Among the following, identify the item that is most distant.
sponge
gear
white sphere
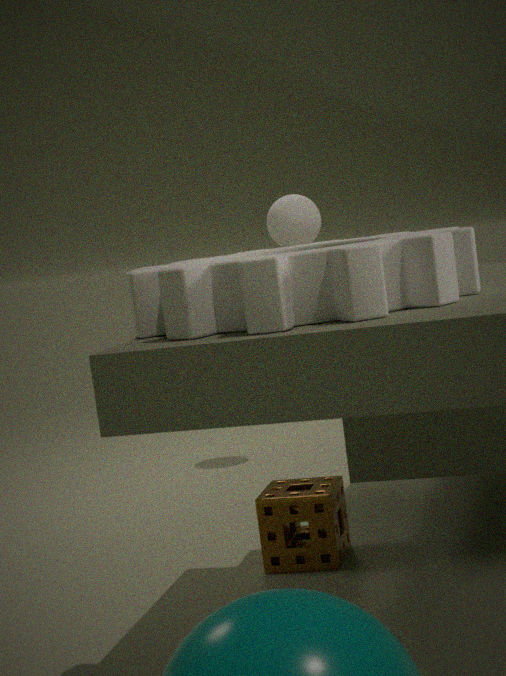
white sphere
